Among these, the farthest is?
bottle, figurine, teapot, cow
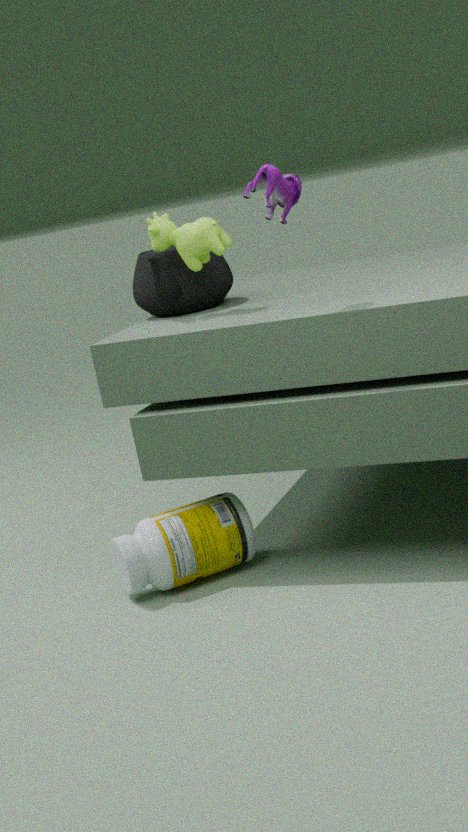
teapot
